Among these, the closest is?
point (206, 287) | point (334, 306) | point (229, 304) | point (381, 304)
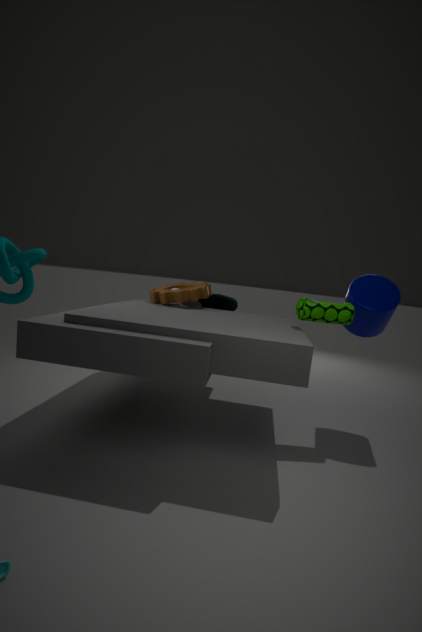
point (334, 306)
